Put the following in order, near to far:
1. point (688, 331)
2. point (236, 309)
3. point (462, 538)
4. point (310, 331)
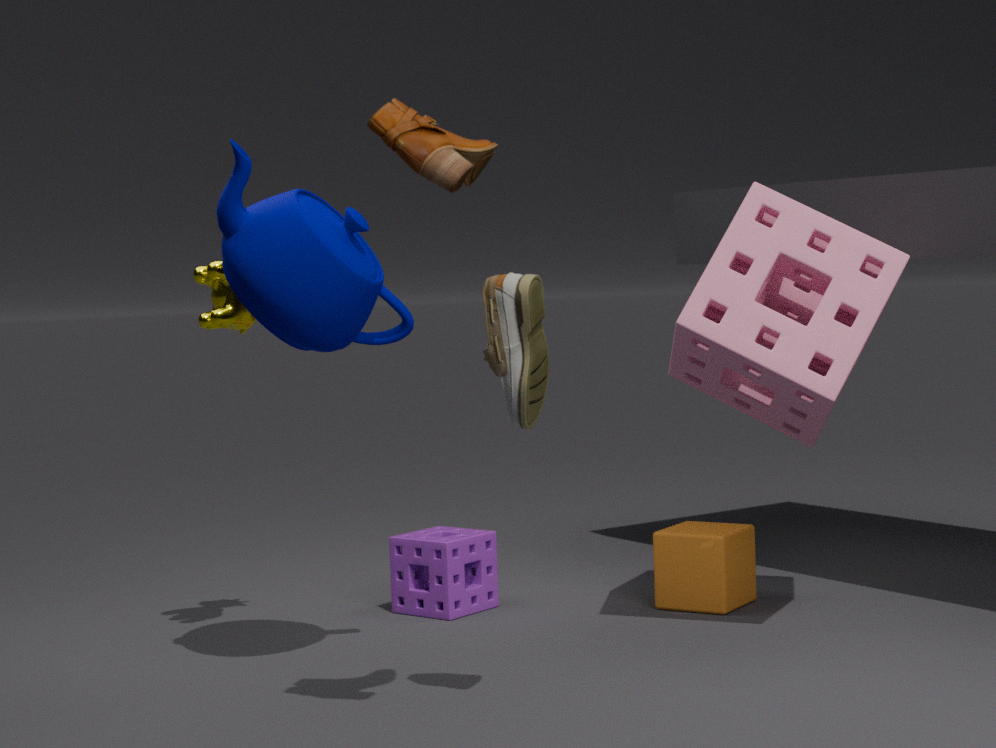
point (310, 331)
point (688, 331)
point (236, 309)
point (462, 538)
